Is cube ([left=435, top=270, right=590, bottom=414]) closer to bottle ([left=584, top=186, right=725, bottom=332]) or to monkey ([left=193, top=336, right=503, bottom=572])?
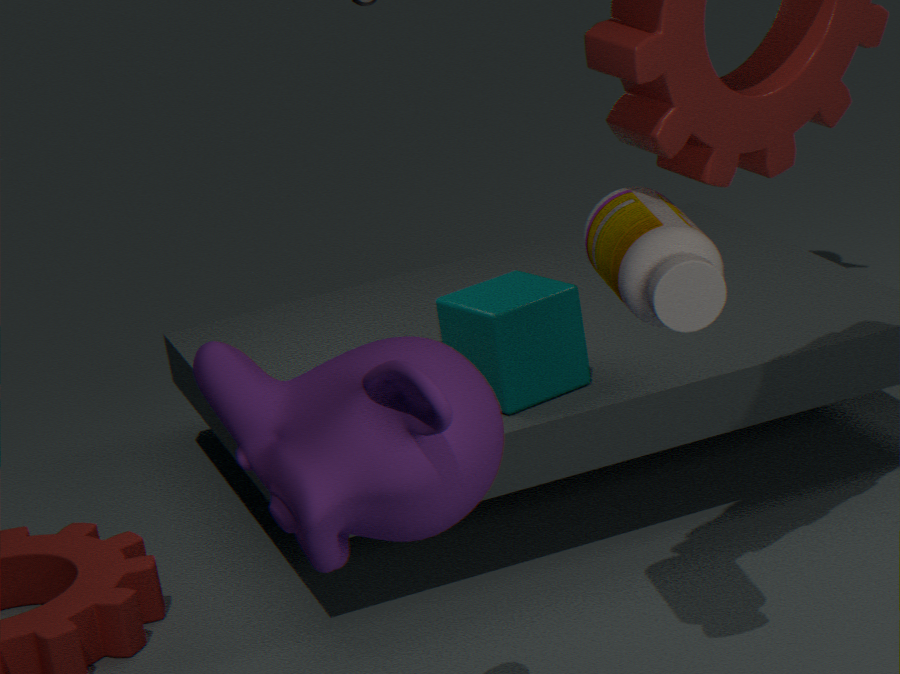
bottle ([left=584, top=186, right=725, bottom=332])
